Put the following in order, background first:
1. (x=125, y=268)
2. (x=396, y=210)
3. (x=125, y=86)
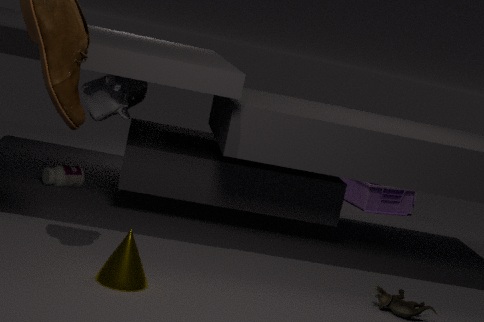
(x=396, y=210) → (x=125, y=86) → (x=125, y=268)
